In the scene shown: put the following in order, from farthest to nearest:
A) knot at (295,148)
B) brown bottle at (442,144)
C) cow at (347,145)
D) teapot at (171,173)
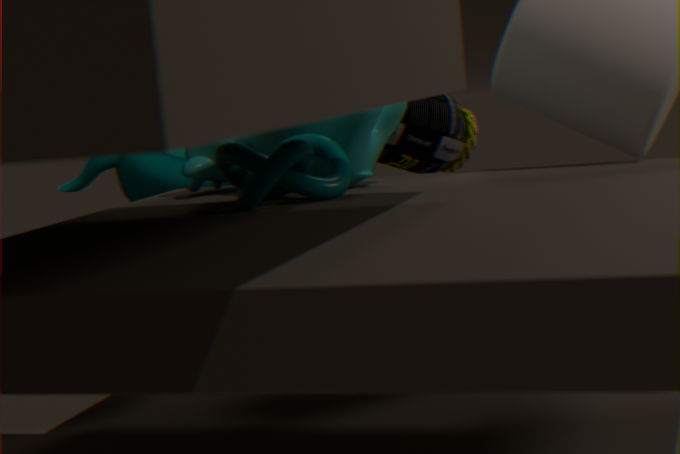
1. D. teapot at (171,173)
2. B. brown bottle at (442,144)
3. C. cow at (347,145)
4. A. knot at (295,148)
